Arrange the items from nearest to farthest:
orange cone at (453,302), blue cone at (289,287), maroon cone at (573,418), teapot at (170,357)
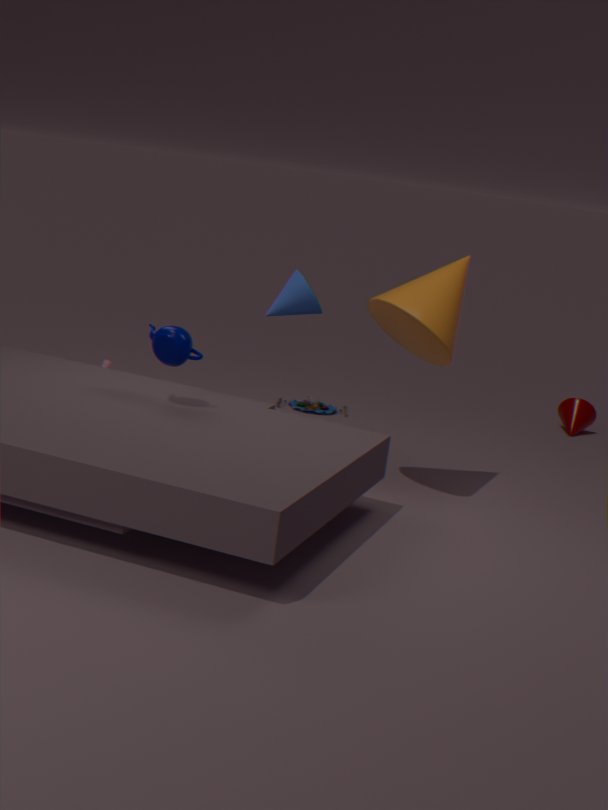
teapot at (170,357), orange cone at (453,302), blue cone at (289,287), maroon cone at (573,418)
